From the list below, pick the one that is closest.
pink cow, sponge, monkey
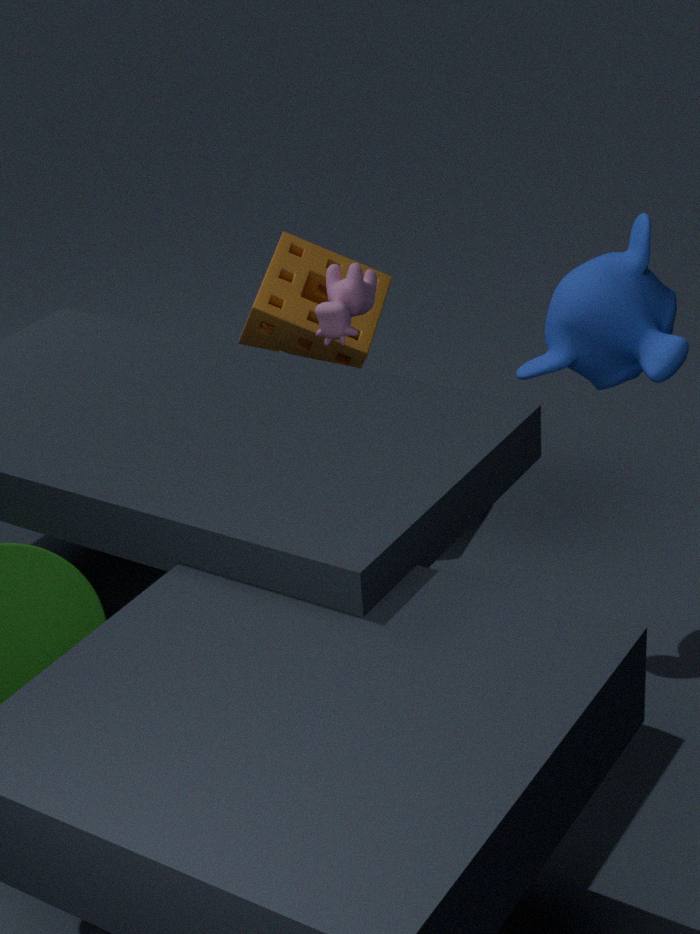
monkey
